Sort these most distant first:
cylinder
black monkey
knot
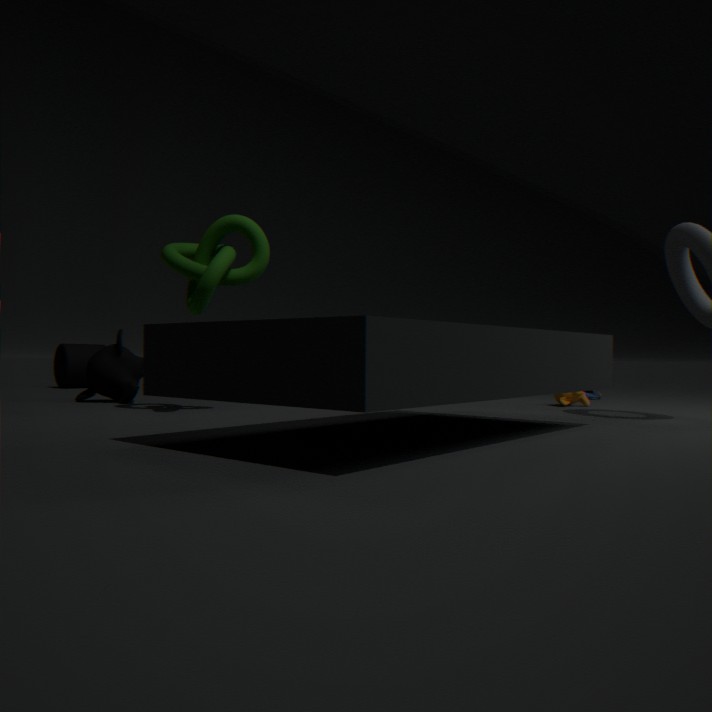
1. cylinder
2. black monkey
3. knot
